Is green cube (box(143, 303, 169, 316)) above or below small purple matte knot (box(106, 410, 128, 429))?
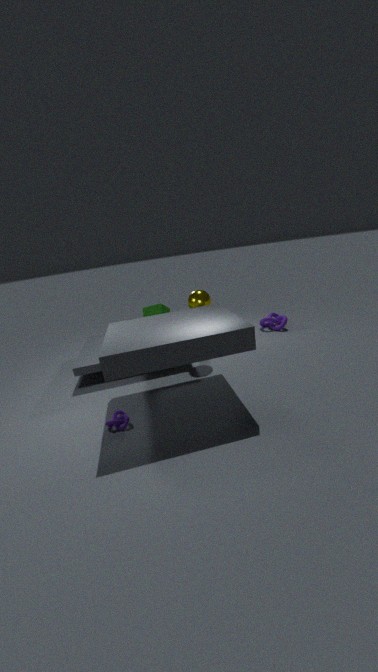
above
